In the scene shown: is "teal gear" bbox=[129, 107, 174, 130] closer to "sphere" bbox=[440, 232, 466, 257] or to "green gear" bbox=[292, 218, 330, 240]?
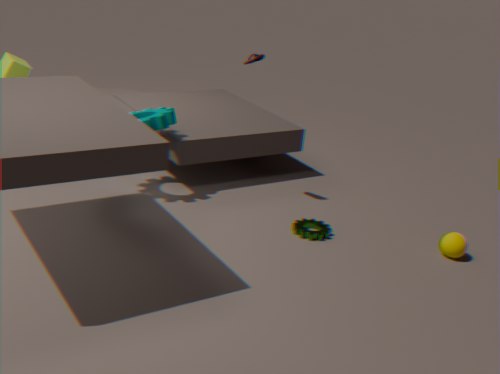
"green gear" bbox=[292, 218, 330, 240]
